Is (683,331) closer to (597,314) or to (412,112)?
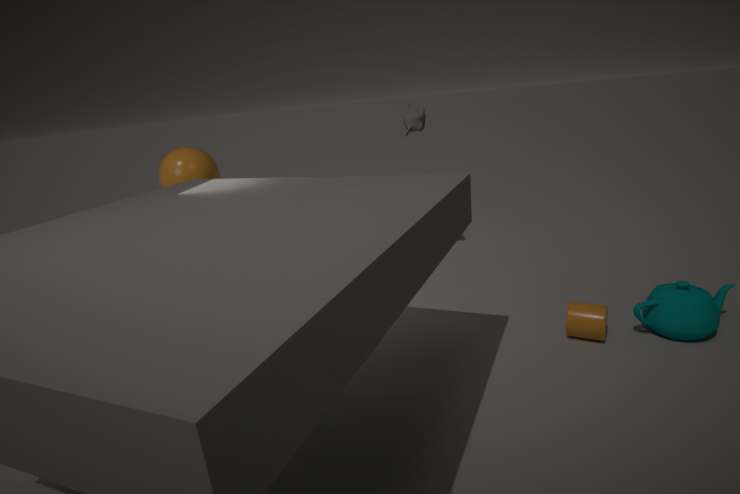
(597,314)
